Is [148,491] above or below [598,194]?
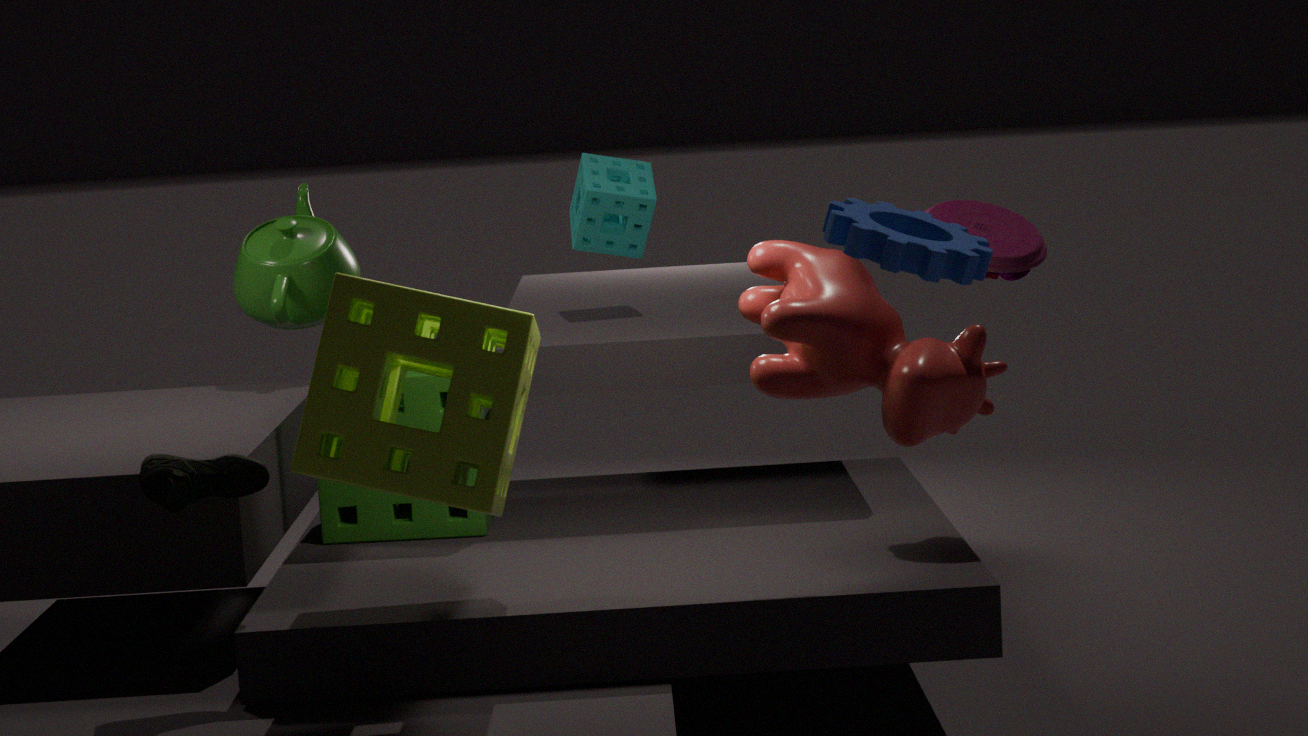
below
